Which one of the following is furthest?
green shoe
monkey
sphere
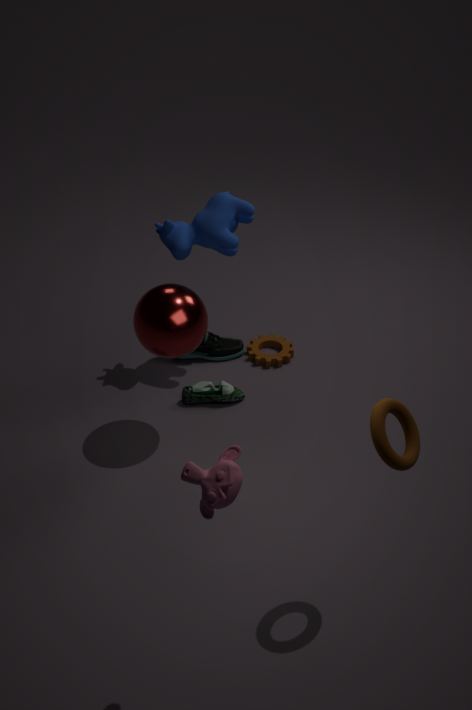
green shoe
